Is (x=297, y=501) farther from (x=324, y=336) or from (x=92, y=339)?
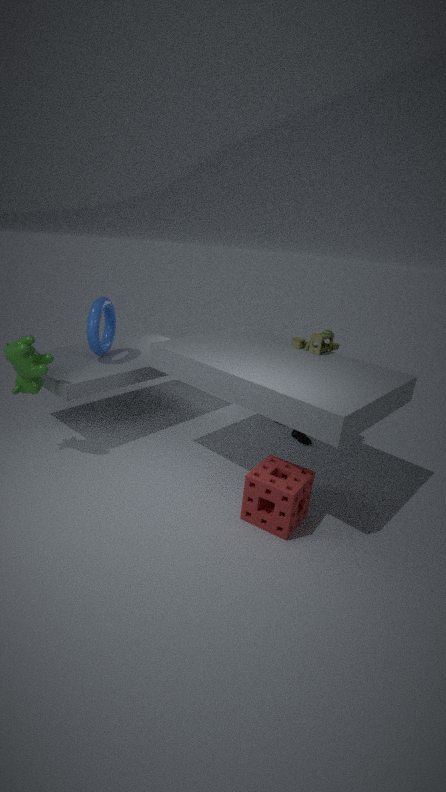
(x=92, y=339)
